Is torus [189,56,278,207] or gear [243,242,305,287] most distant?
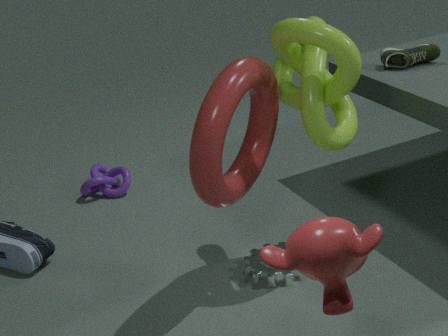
gear [243,242,305,287]
